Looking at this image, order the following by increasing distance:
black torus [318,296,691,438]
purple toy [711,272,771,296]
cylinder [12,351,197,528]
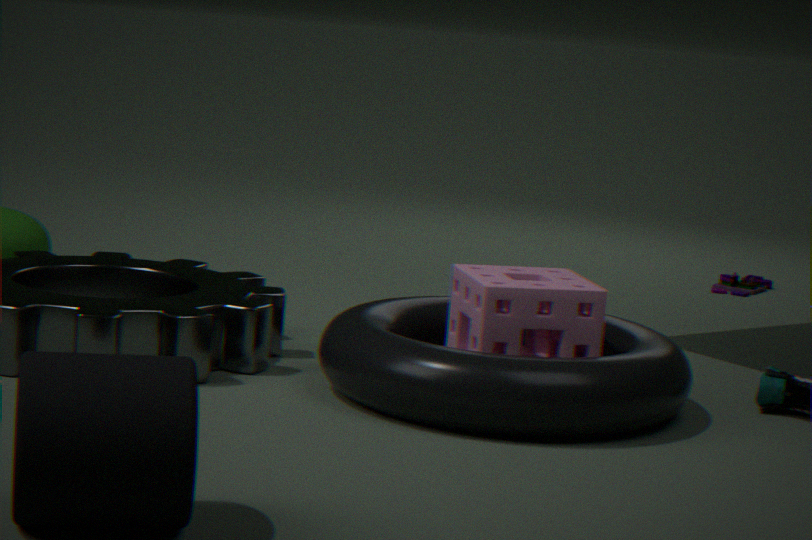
1. cylinder [12,351,197,528]
2. black torus [318,296,691,438]
3. purple toy [711,272,771,296]
